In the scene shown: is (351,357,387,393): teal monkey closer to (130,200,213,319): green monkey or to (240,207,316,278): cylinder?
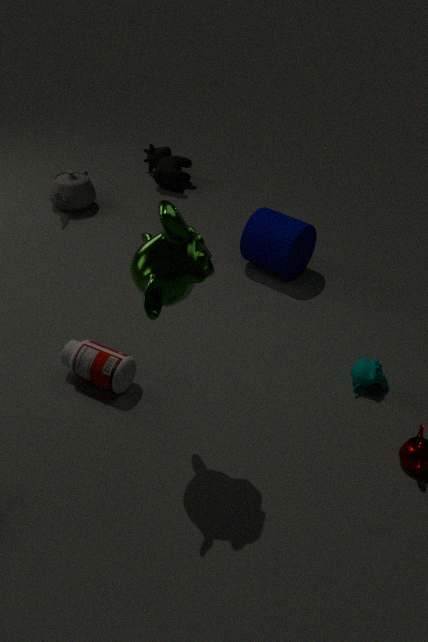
(240,207,316,278): cylinder
